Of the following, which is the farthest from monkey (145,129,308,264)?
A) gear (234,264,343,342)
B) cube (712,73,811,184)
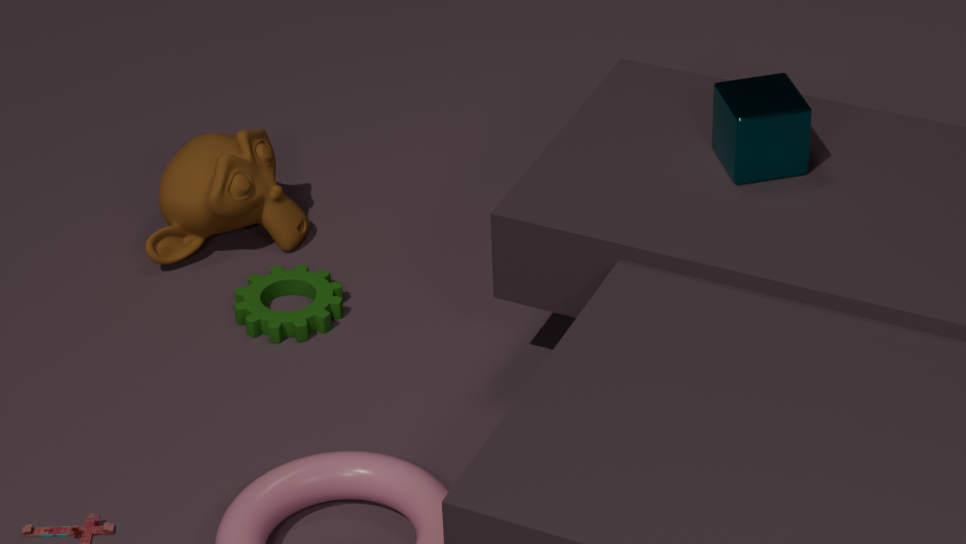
cube (712,73,811,184)
